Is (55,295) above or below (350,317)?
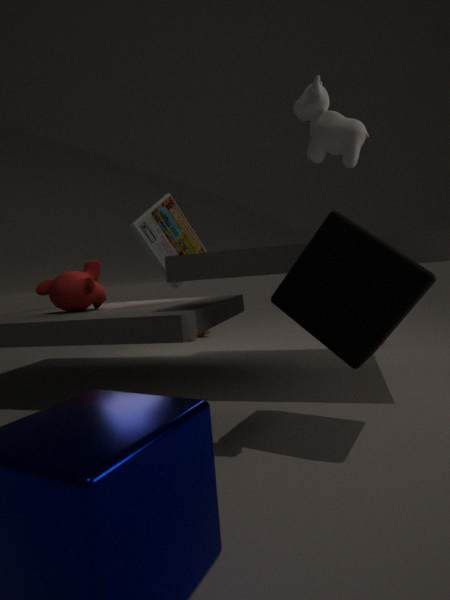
above
